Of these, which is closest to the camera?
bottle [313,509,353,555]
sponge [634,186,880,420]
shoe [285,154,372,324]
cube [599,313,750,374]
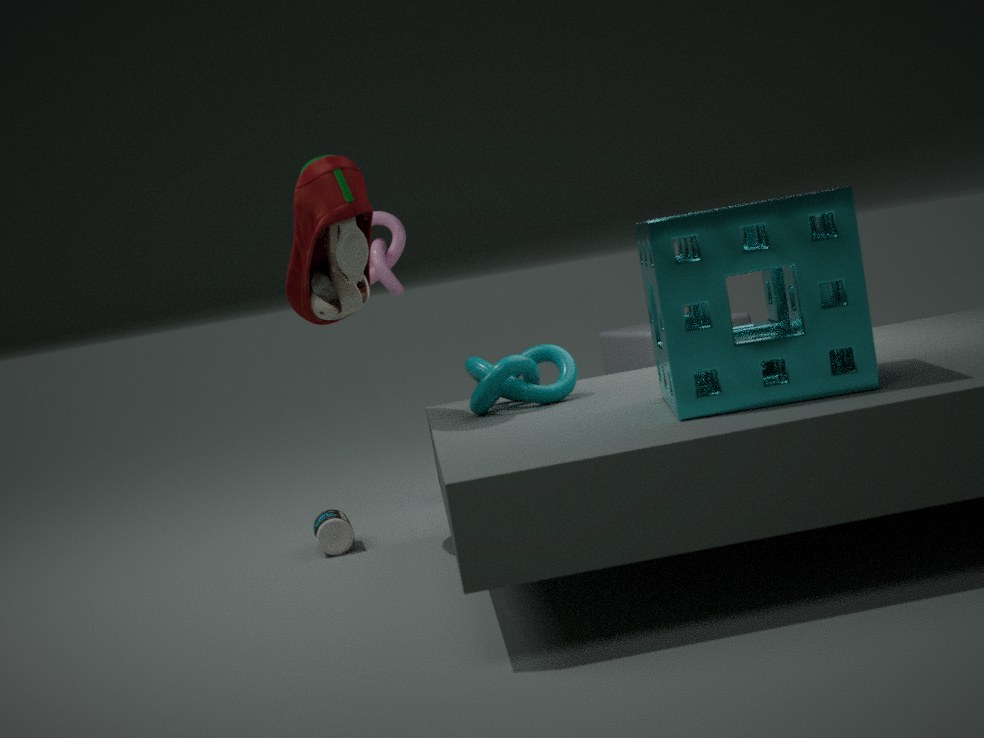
sponge [634,186,880,420]
